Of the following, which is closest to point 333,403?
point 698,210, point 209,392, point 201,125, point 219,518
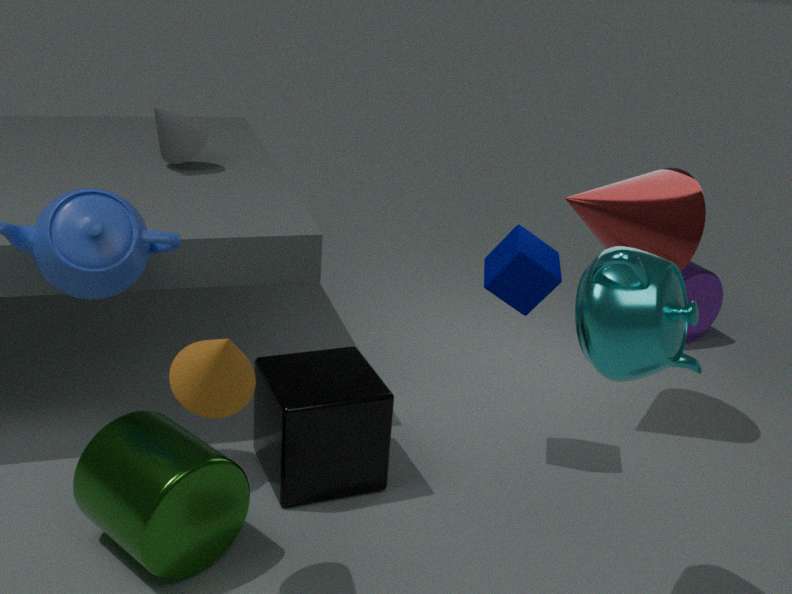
point 219,518
